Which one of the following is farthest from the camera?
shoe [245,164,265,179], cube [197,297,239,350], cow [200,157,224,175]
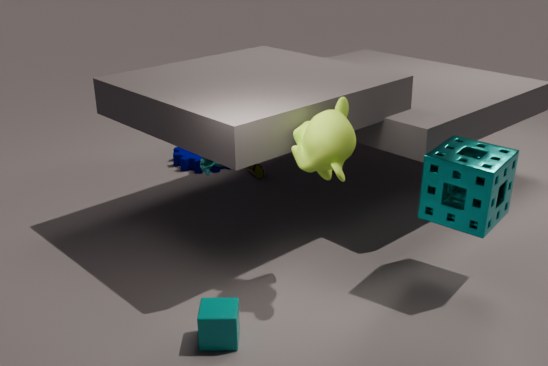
shoe [245,164,265,179]
